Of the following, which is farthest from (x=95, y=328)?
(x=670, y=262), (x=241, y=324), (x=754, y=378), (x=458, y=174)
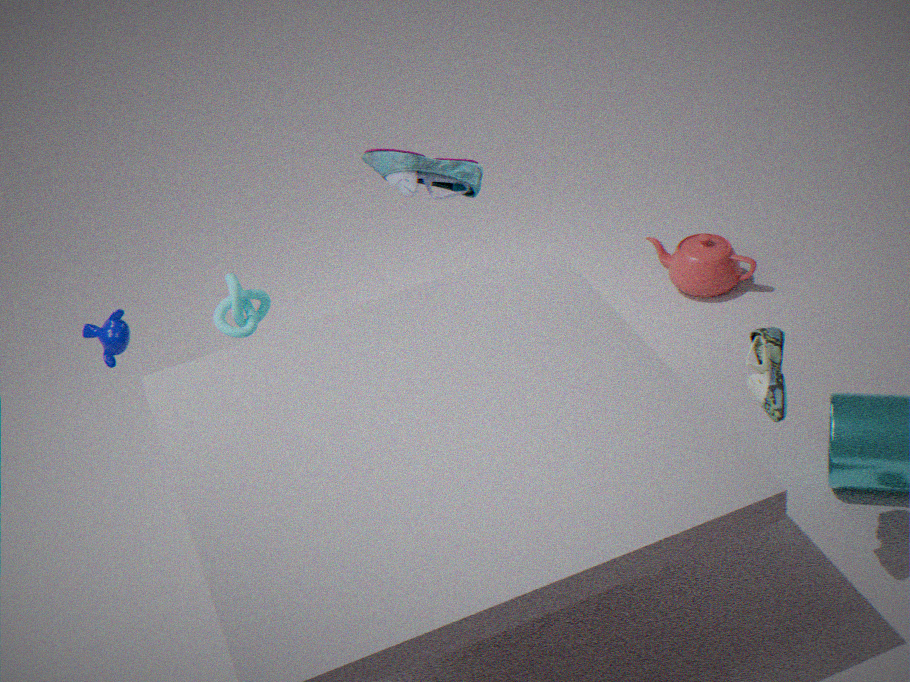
(x=754, y=378)
